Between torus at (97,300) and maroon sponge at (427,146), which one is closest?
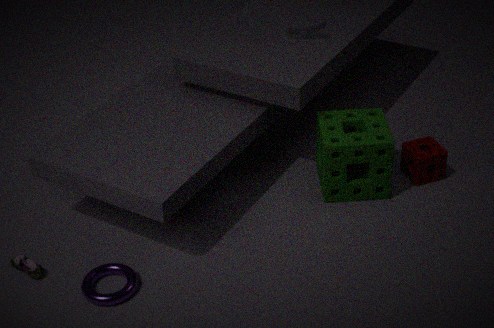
torus at (97,300)
